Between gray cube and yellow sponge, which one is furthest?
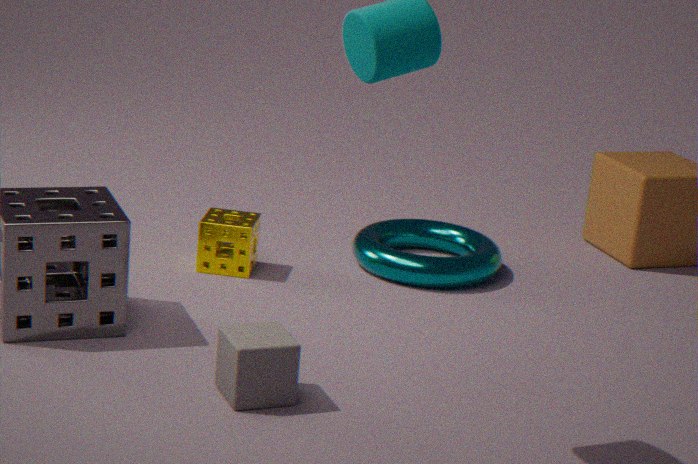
yellow sponge
